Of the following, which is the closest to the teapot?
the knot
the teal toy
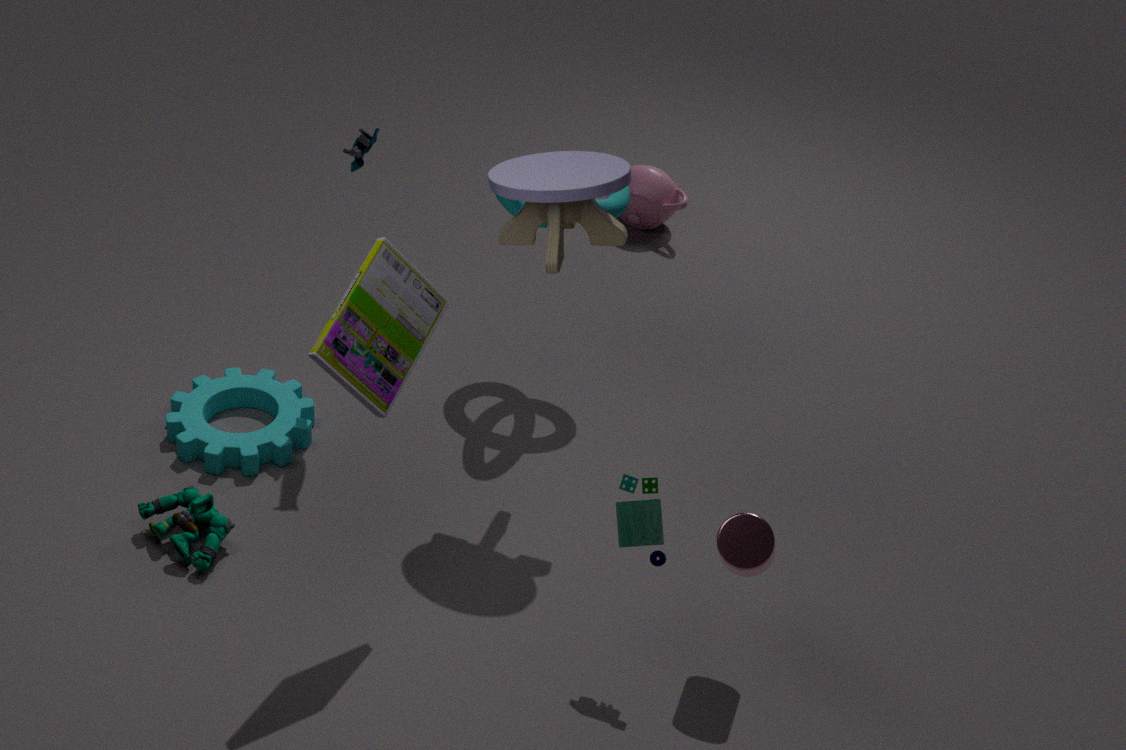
the knot
